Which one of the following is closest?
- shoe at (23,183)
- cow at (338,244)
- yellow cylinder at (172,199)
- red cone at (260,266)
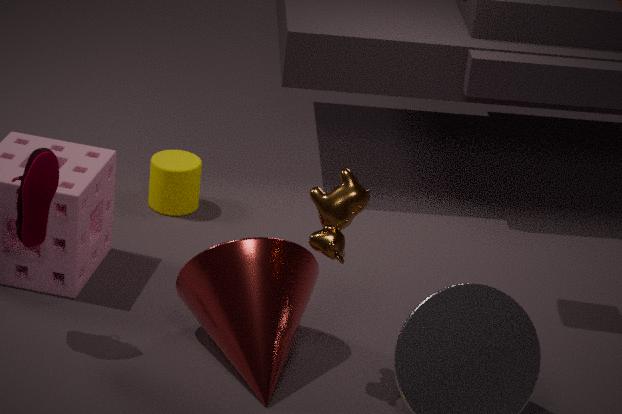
cow at (338,244)
